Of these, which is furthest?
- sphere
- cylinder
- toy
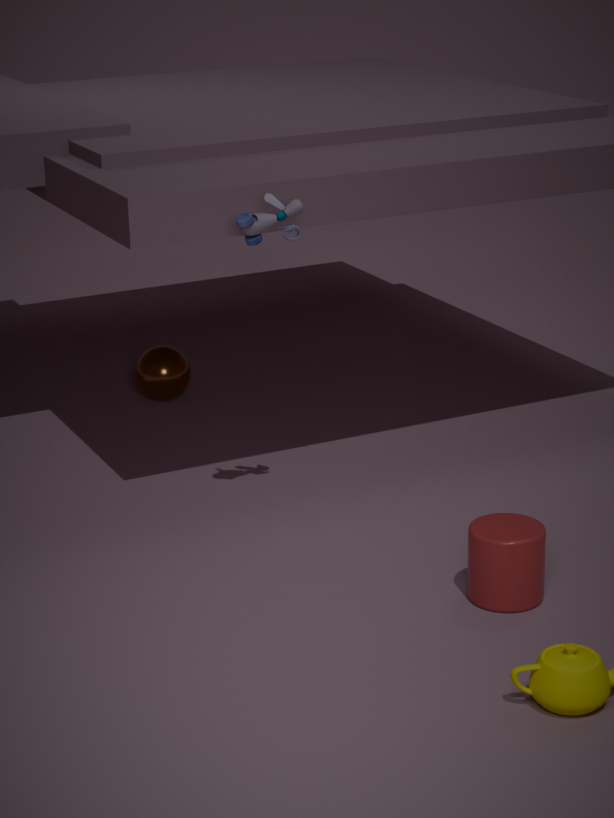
sphere
